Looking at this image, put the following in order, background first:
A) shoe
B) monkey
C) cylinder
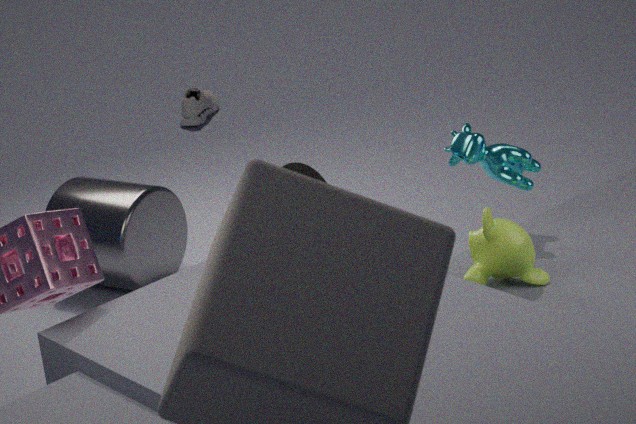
shoe
cylinder
monkey
